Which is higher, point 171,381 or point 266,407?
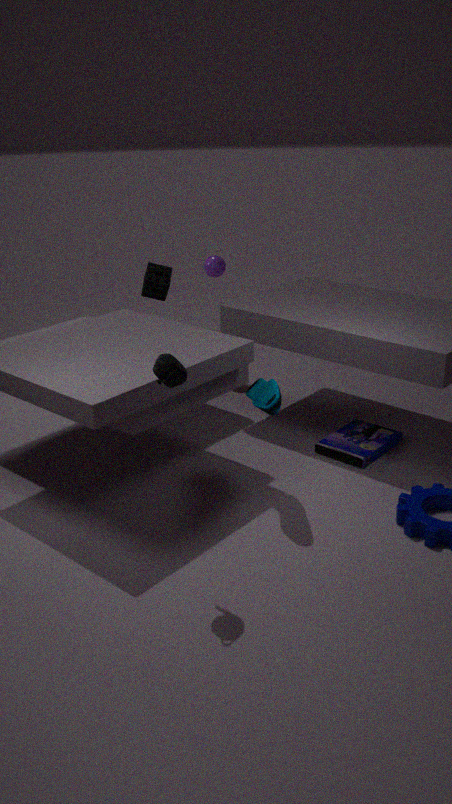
point 171,381
